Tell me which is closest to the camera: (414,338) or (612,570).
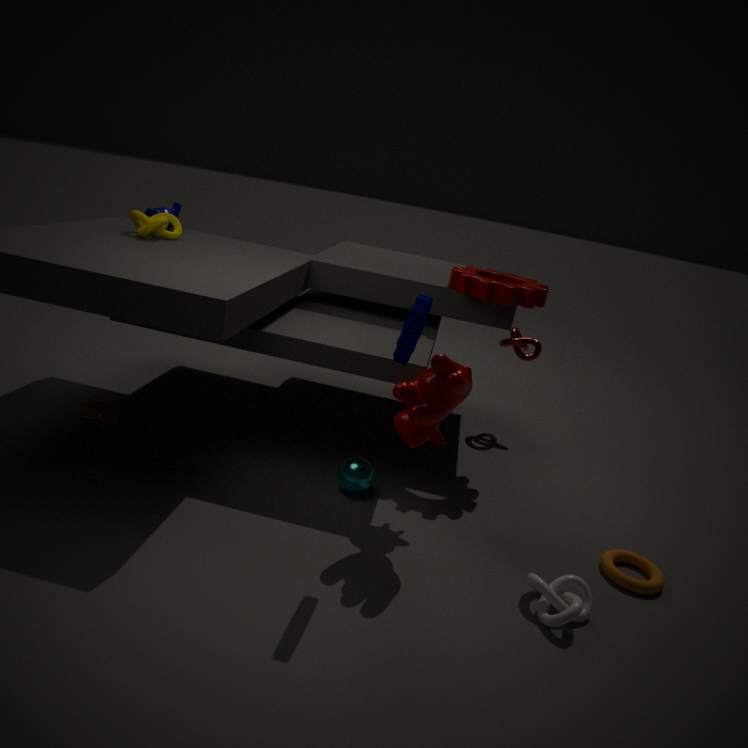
(414,338)
